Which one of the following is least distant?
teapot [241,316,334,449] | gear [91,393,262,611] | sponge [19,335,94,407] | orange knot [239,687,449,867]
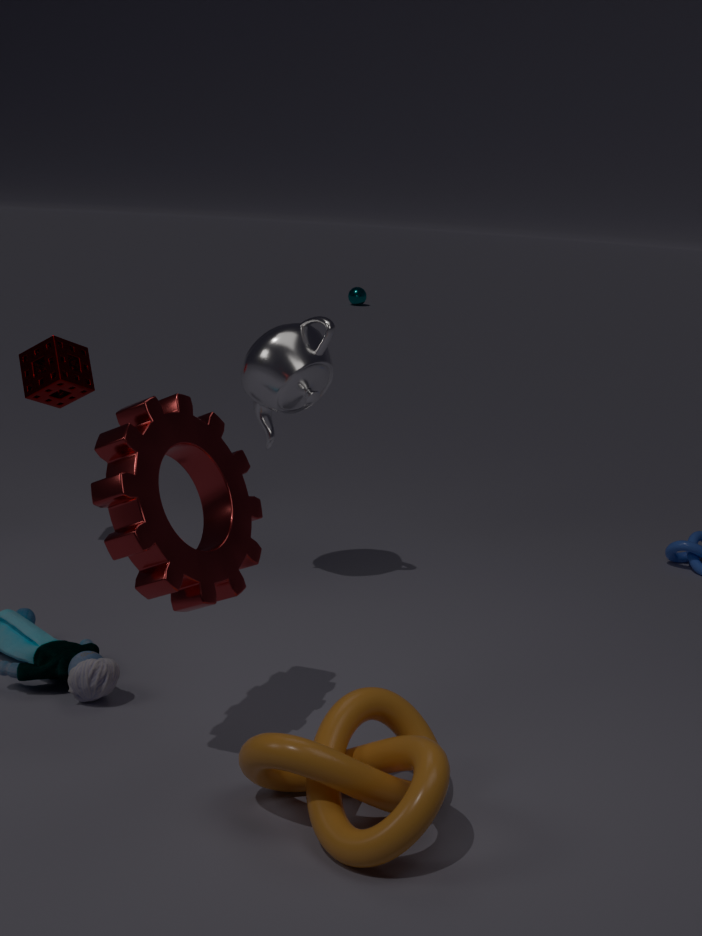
orange knot [239,687,449,867]
